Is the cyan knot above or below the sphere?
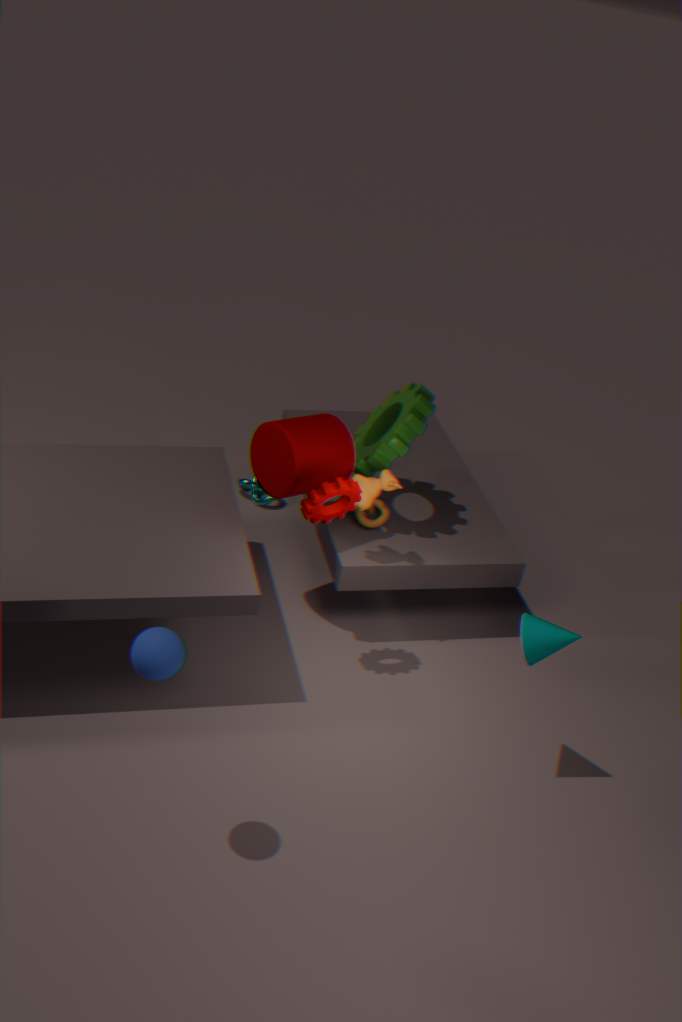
below
